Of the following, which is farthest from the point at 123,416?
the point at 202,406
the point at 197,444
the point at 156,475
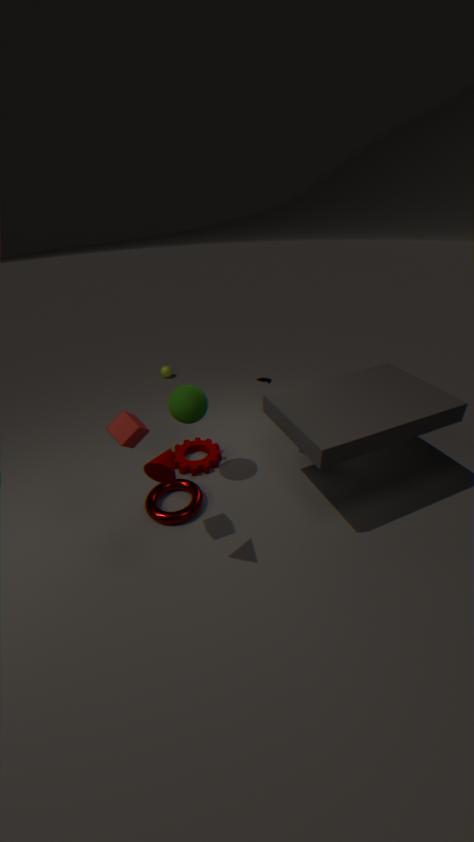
the point at 197,444
